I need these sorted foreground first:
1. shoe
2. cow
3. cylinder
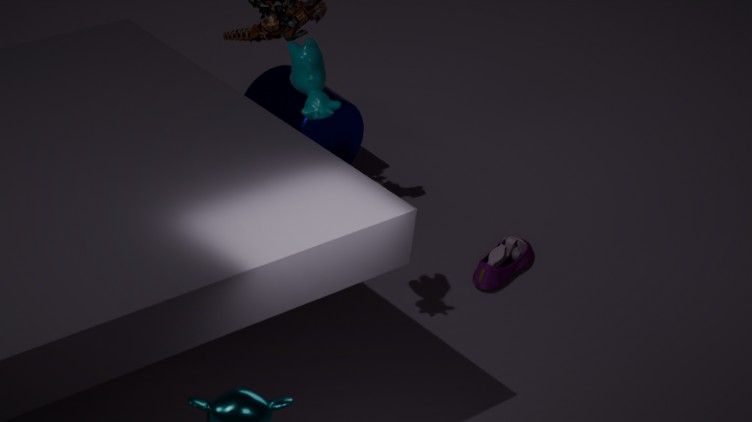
cow
shoe
cylinder
